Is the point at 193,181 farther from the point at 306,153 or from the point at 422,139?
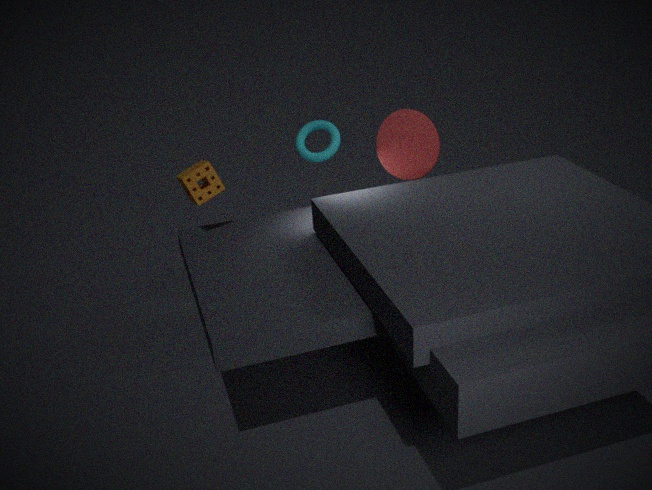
the point at 422,139
